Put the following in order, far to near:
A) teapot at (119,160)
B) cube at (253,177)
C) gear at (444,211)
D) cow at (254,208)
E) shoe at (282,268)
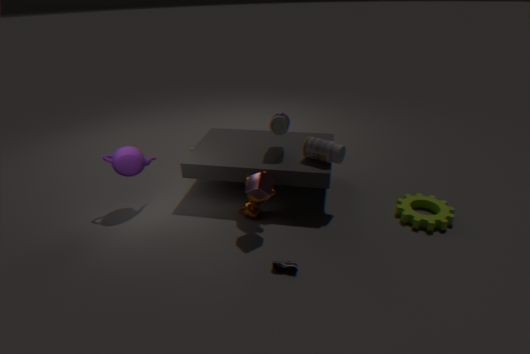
teapot at (119,160) < cow at (254,208) < gear at (444,211) < cube at (253,177) < shoe at (282,268)
